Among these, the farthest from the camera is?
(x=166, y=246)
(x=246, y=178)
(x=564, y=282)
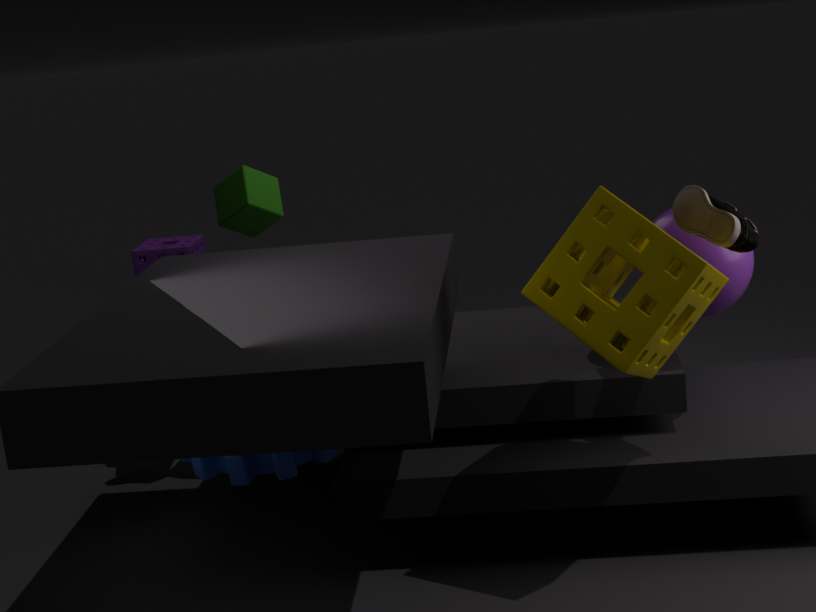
(x=166, y=246)
